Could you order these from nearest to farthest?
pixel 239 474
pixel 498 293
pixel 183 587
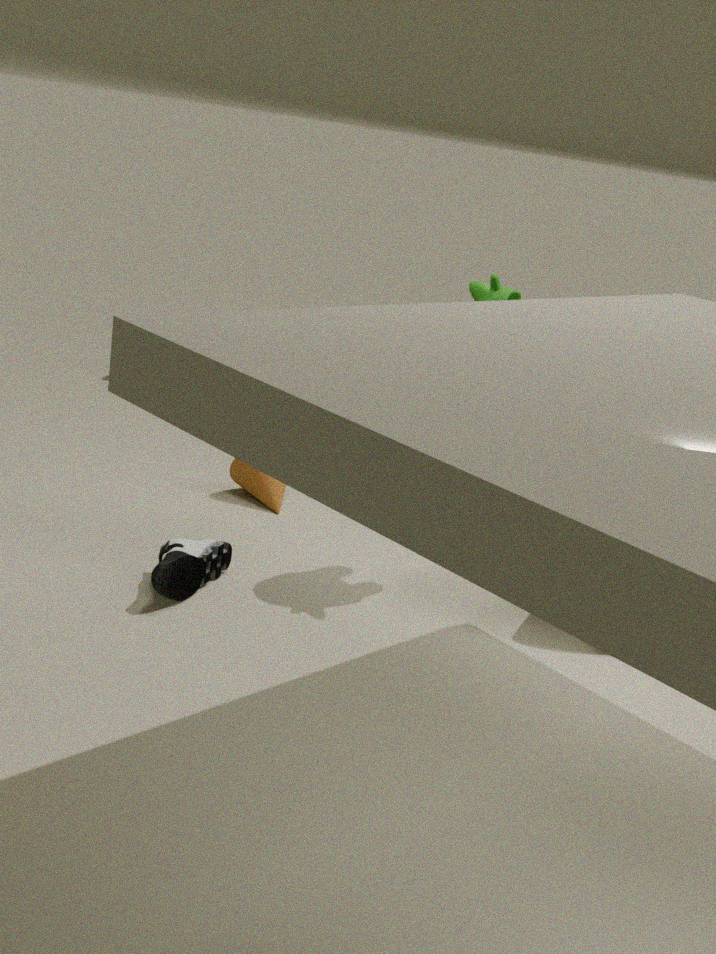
pixel 183 587 → pixel 498 293 → pixel 239 474
